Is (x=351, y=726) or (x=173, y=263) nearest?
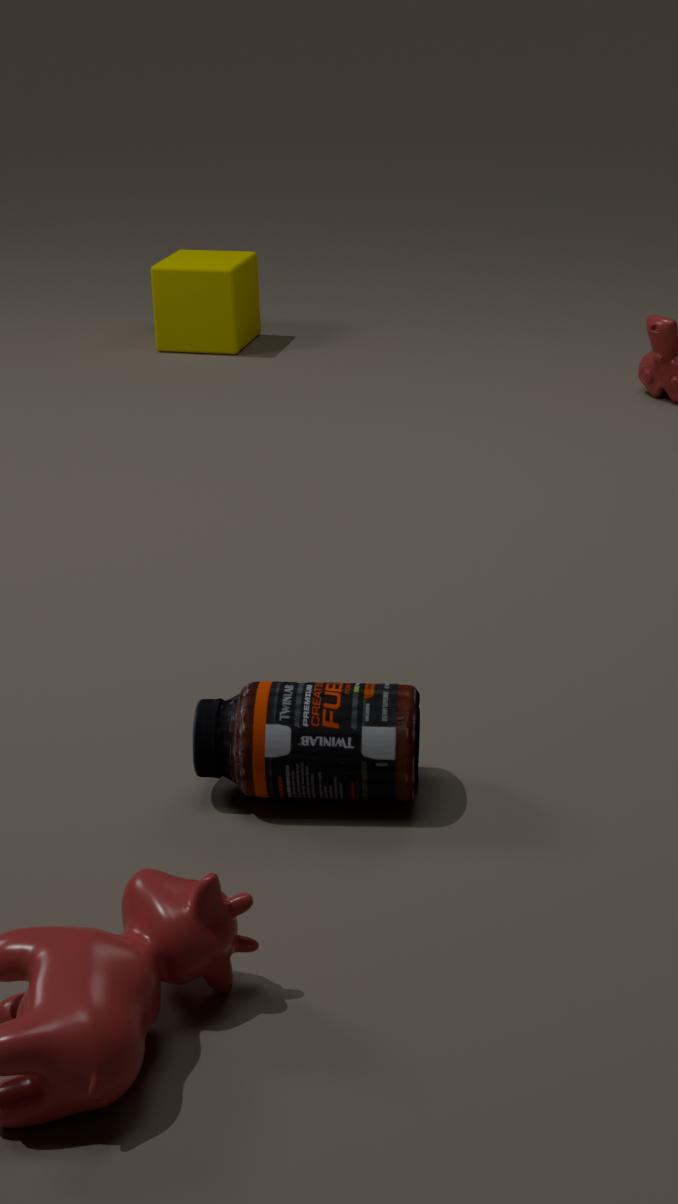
(x=351, y=726)
